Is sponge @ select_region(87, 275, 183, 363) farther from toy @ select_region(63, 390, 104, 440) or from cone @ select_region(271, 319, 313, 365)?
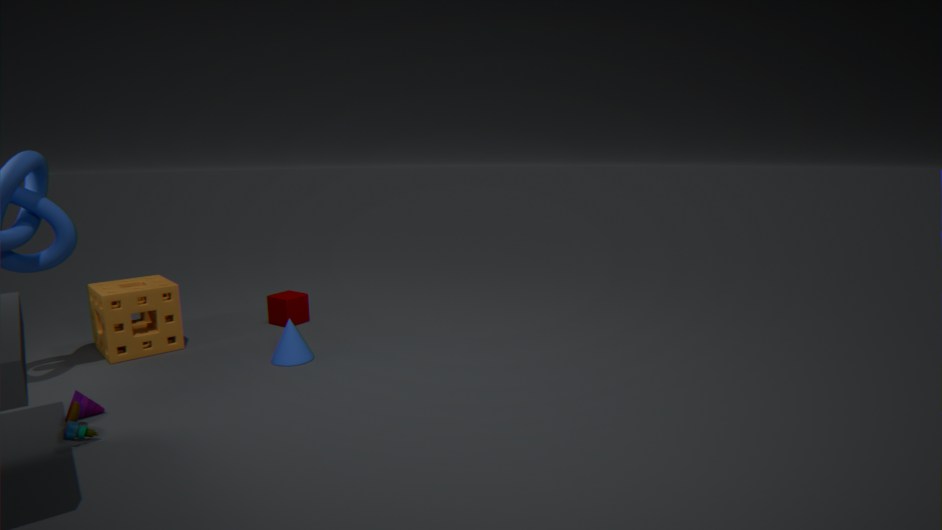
toy @ select_region(63, 390, 104, 440)
